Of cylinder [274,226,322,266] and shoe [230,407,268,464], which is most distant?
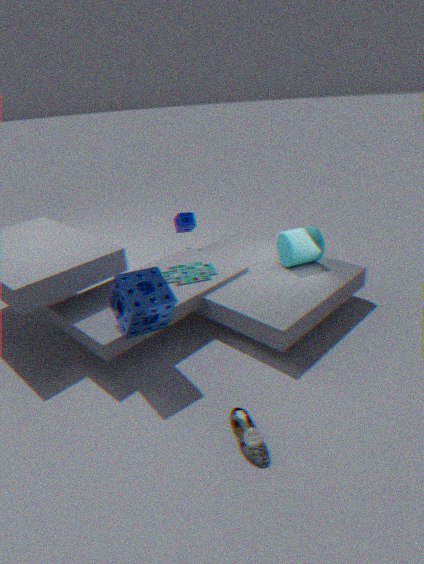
cylinder [274,226,322,266]
